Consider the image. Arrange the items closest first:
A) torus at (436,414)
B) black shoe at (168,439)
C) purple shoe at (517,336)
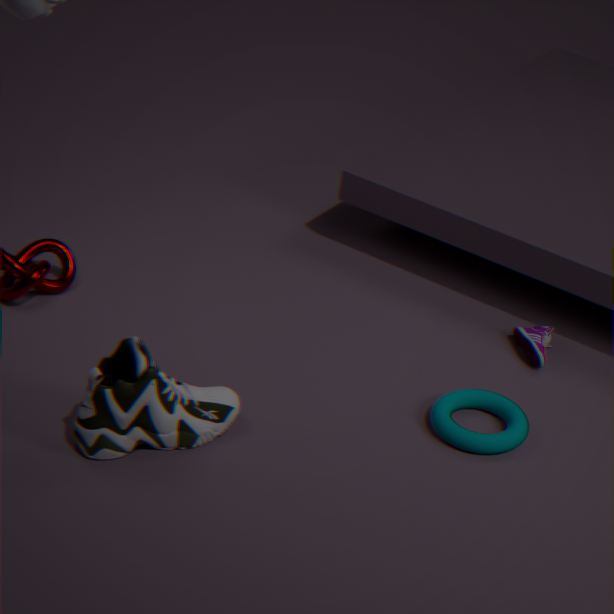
black shoe at (168,439) < torus at (436,414) < purple shoe at (517,336)
